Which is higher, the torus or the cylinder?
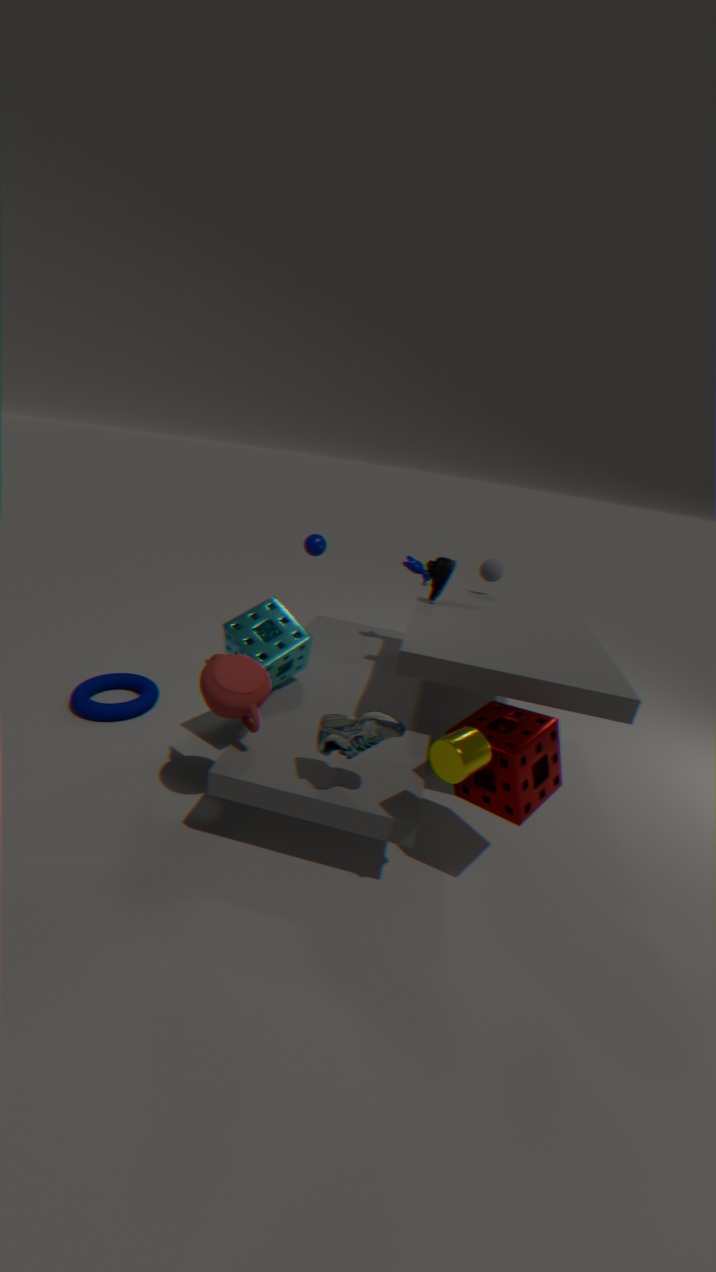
the cylinder
